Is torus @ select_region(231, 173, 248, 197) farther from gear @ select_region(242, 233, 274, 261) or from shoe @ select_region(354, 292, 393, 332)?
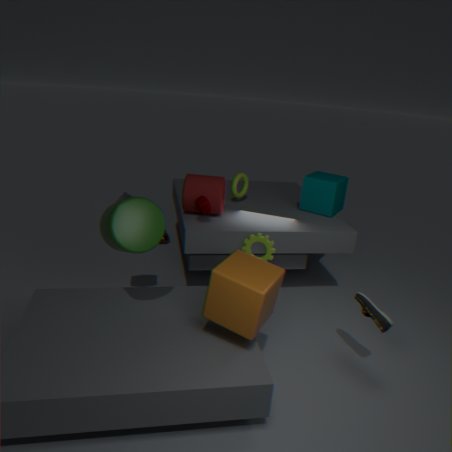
shoe @ select_region(354, 292, 393, 332)
